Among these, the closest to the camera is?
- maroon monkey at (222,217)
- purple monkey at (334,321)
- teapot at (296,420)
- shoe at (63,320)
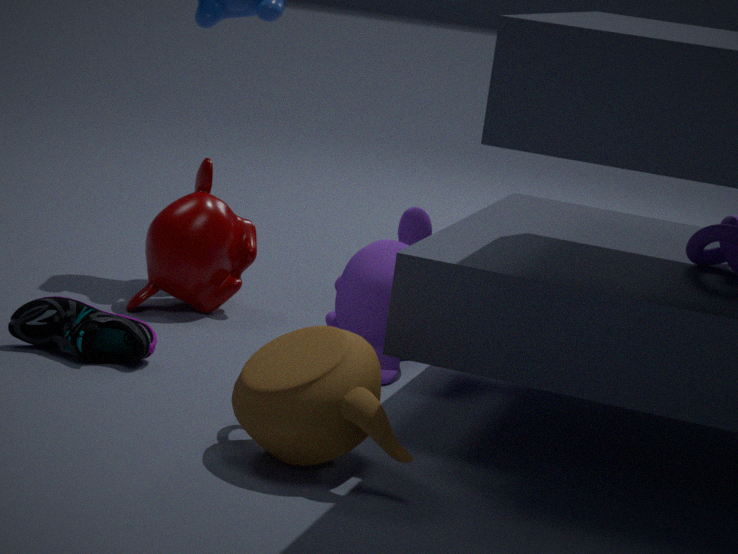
teapot at (296,420)
